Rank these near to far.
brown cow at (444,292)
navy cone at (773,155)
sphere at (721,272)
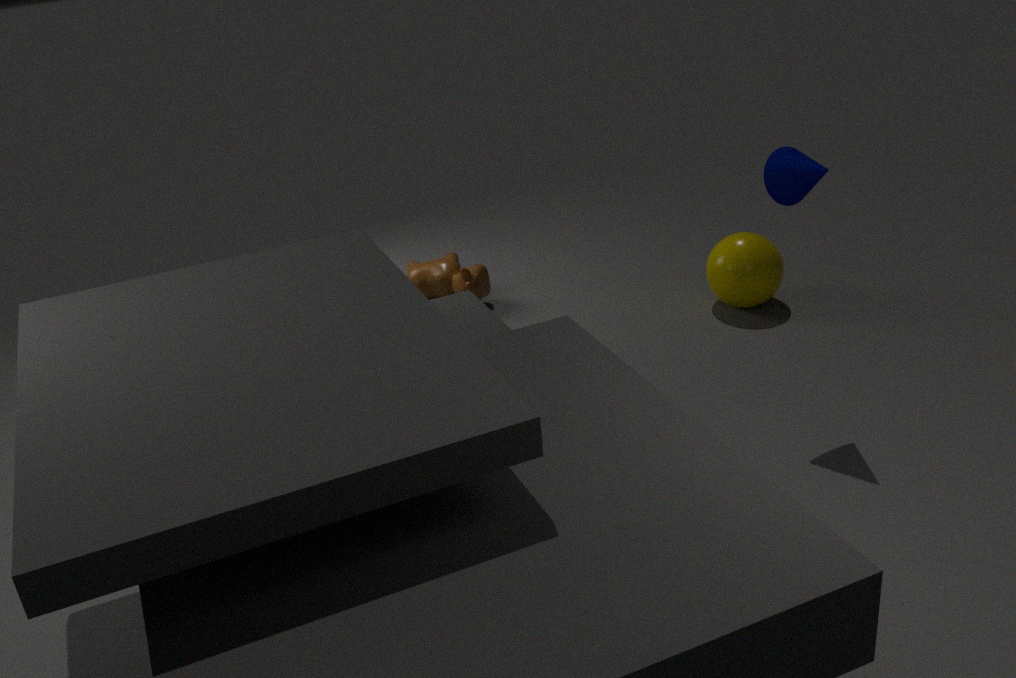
navy cone at (773,155) → sphere at (721,272) → brown cow at (444,292)
